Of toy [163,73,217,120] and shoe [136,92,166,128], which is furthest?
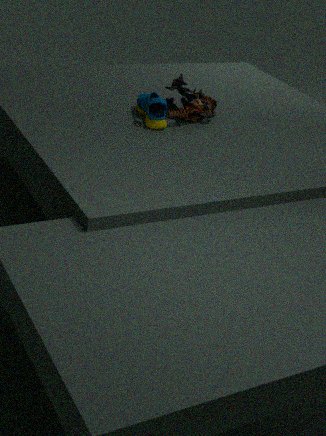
toy [163,73,217,120]
